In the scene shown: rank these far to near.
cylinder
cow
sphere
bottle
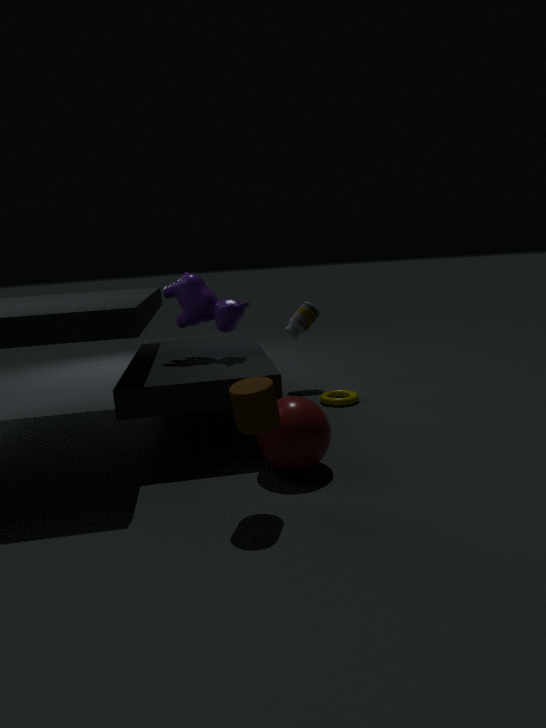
bottle → cow → sphere → cylinder
